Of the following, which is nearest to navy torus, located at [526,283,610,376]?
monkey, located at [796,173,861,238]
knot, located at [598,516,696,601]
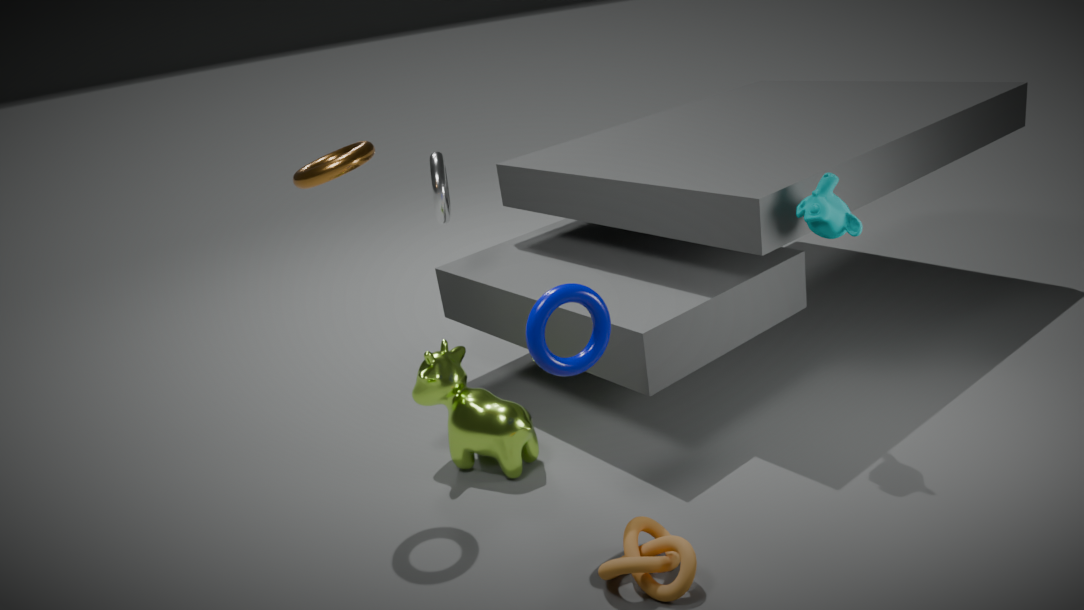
knot, located at [598,516,696,601]
